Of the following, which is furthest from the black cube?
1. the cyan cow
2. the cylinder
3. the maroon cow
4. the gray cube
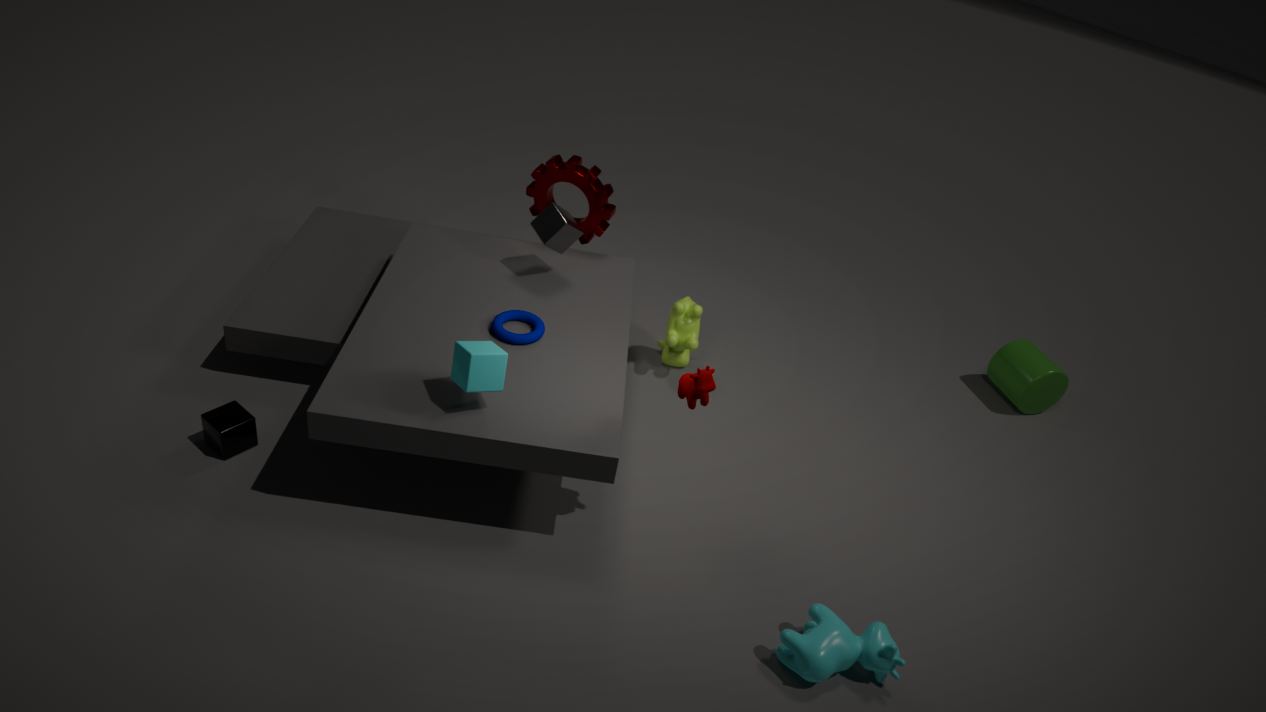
the cylinder
